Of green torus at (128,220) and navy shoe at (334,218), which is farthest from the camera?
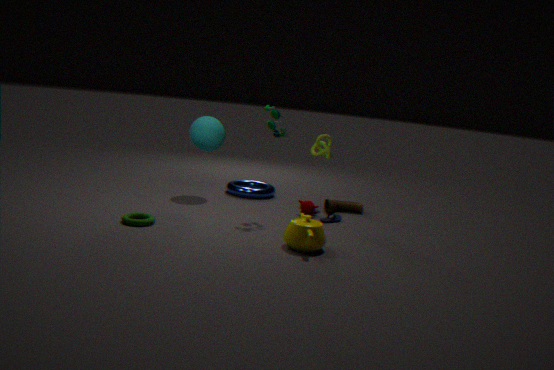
navy shoe at (334,218)
